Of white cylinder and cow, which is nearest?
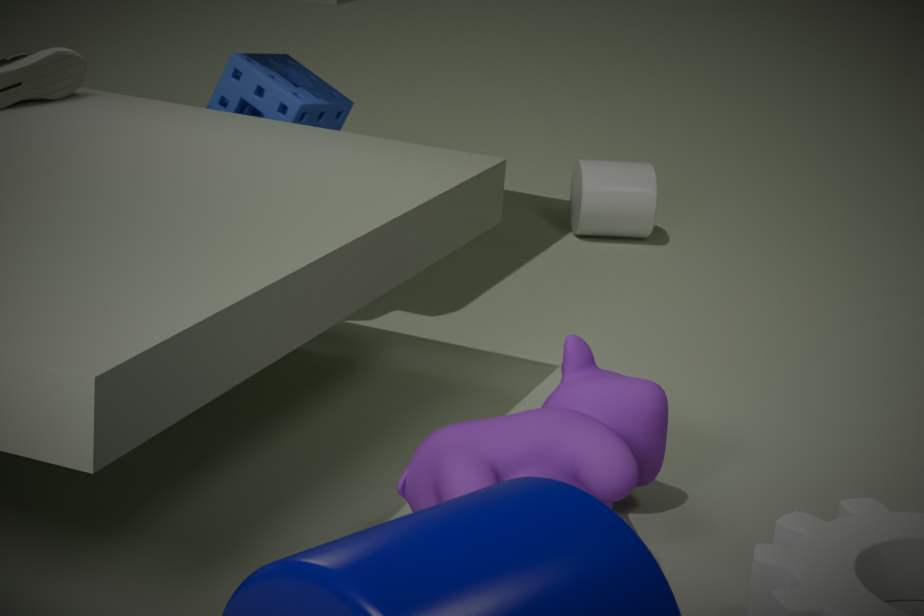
cow
